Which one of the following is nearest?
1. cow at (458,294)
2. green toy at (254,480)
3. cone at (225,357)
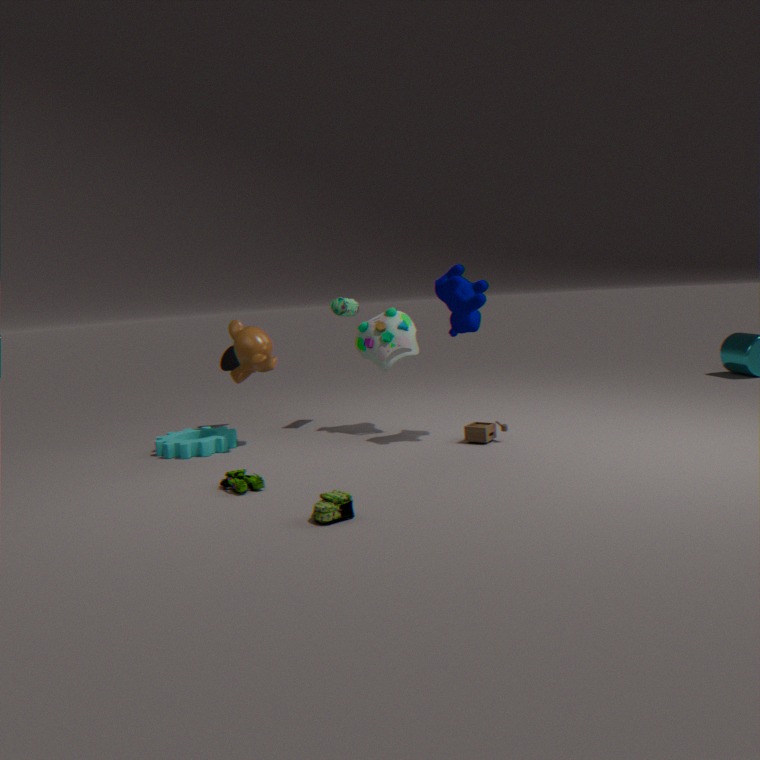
green toy at (254,480)
